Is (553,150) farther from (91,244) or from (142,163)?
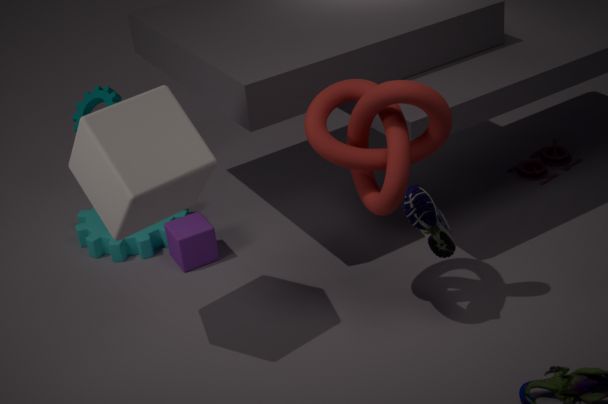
(142,163)
